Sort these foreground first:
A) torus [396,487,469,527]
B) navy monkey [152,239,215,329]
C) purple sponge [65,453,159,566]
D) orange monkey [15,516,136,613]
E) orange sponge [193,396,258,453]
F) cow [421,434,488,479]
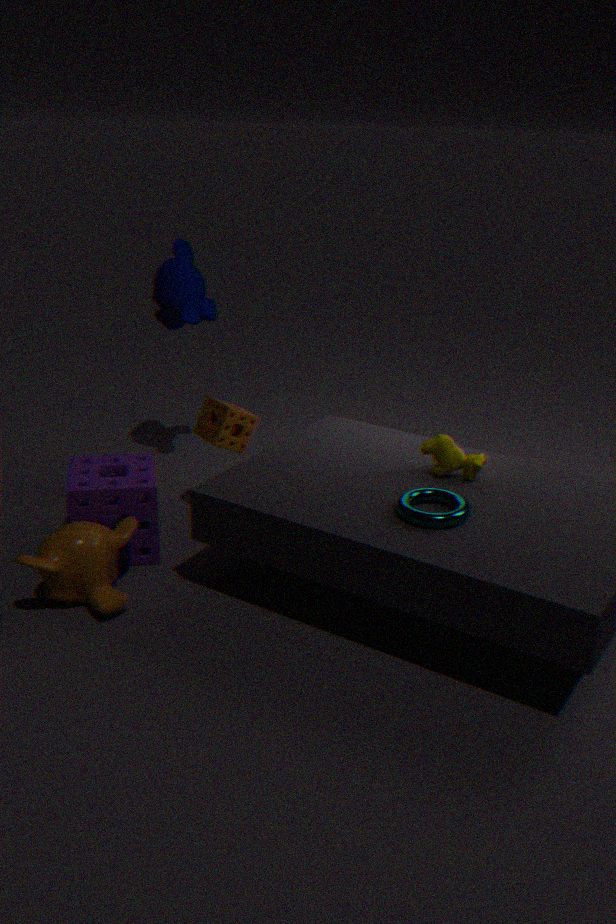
torus [396,487,469,527] < orange monkey [15,516,136,613] < cow [421,434,488,479] < purple sponge [65,453,159,566] < orange sponge [193,396,258,453] < navy monkey [152,239,215,329]
